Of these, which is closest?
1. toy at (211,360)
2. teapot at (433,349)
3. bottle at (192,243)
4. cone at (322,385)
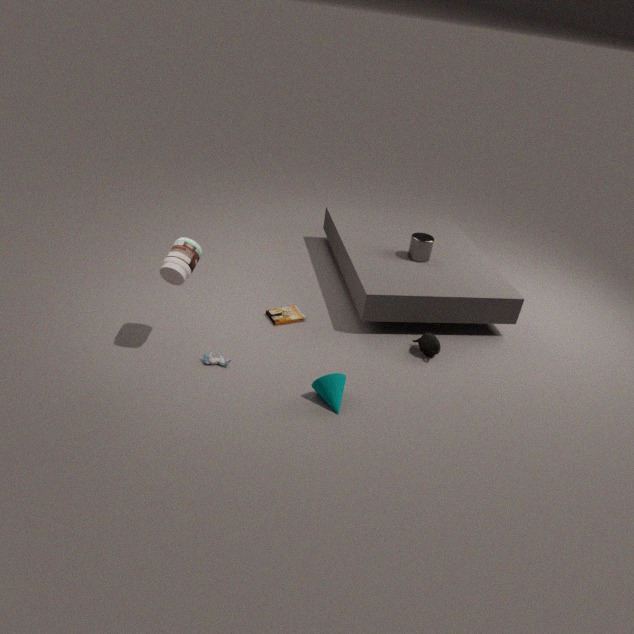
bottle at (192,243)
